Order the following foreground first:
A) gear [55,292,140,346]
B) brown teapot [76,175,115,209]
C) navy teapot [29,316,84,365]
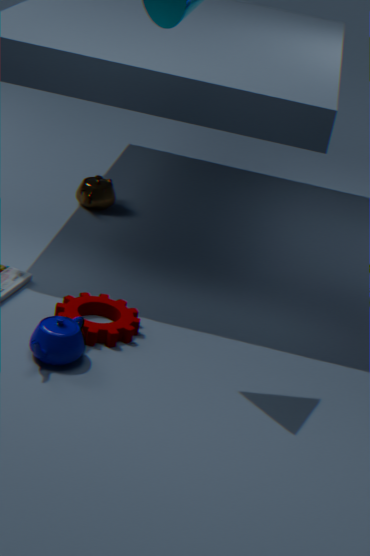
navy teapot [29,316,84,365] → gear [55,292,140,346] → brown teapot [76,175,115,209]
